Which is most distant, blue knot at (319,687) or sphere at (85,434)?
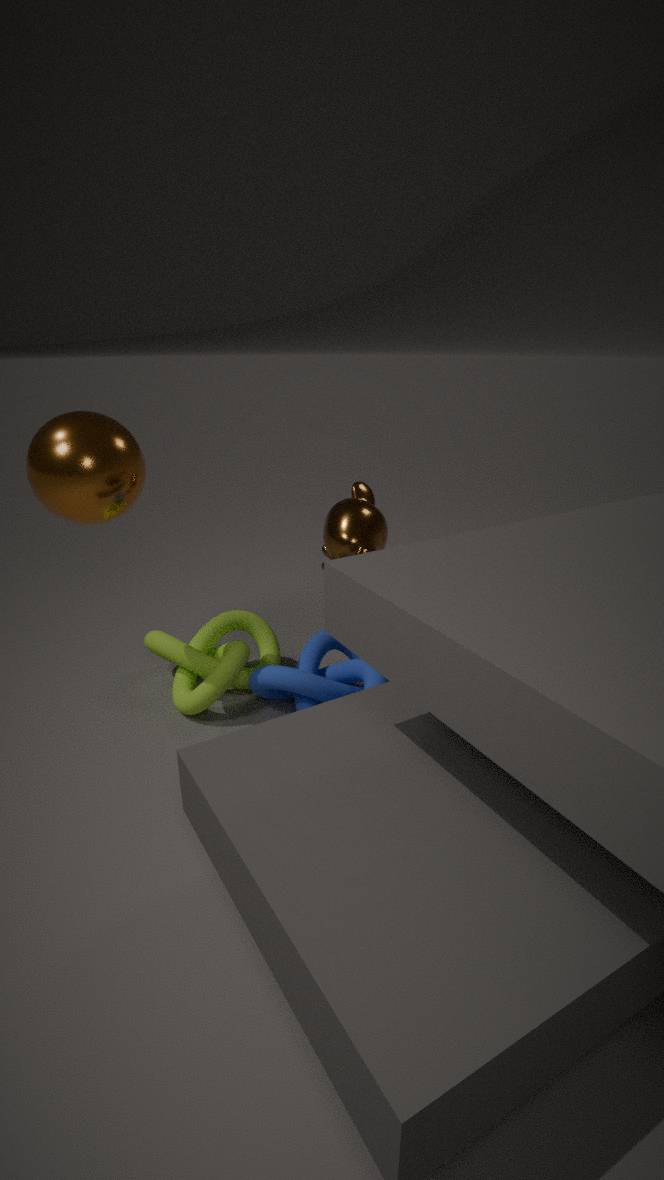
blue knot at (319,687)
